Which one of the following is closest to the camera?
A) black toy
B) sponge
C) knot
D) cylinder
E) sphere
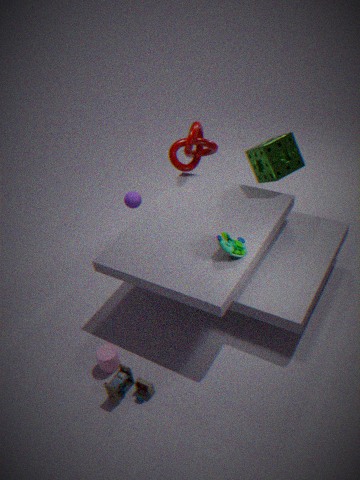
black toy
